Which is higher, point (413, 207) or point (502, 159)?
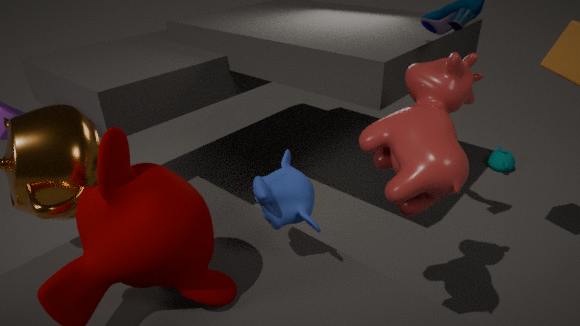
point (413, 207)
